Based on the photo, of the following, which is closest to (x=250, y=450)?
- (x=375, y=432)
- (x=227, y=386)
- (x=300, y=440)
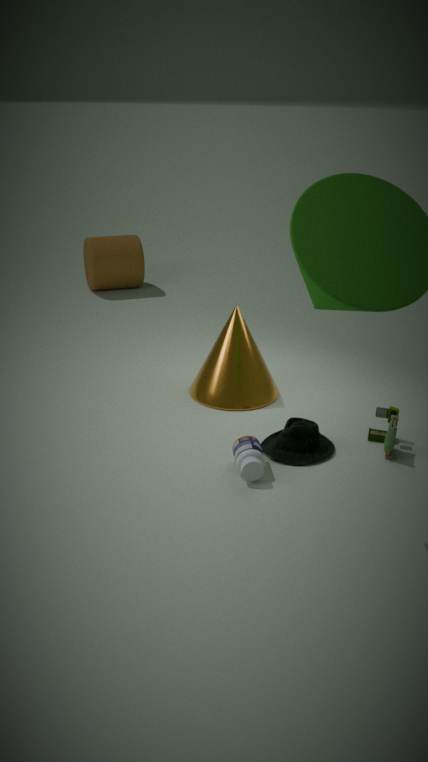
(x=300, y=440)
